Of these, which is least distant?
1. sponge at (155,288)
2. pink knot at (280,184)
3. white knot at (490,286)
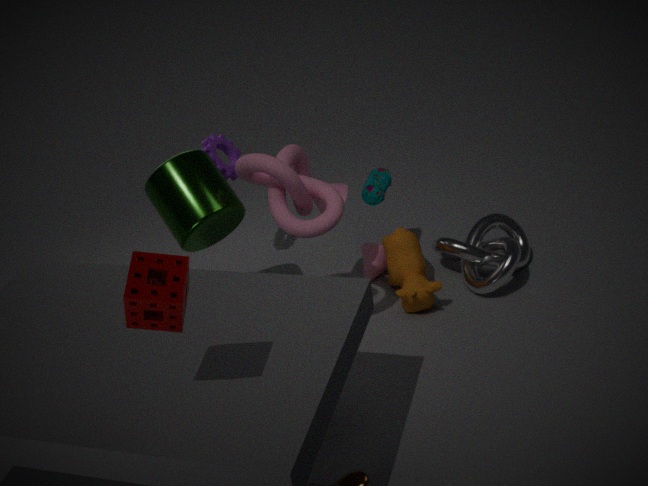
sponge at (155,288)
